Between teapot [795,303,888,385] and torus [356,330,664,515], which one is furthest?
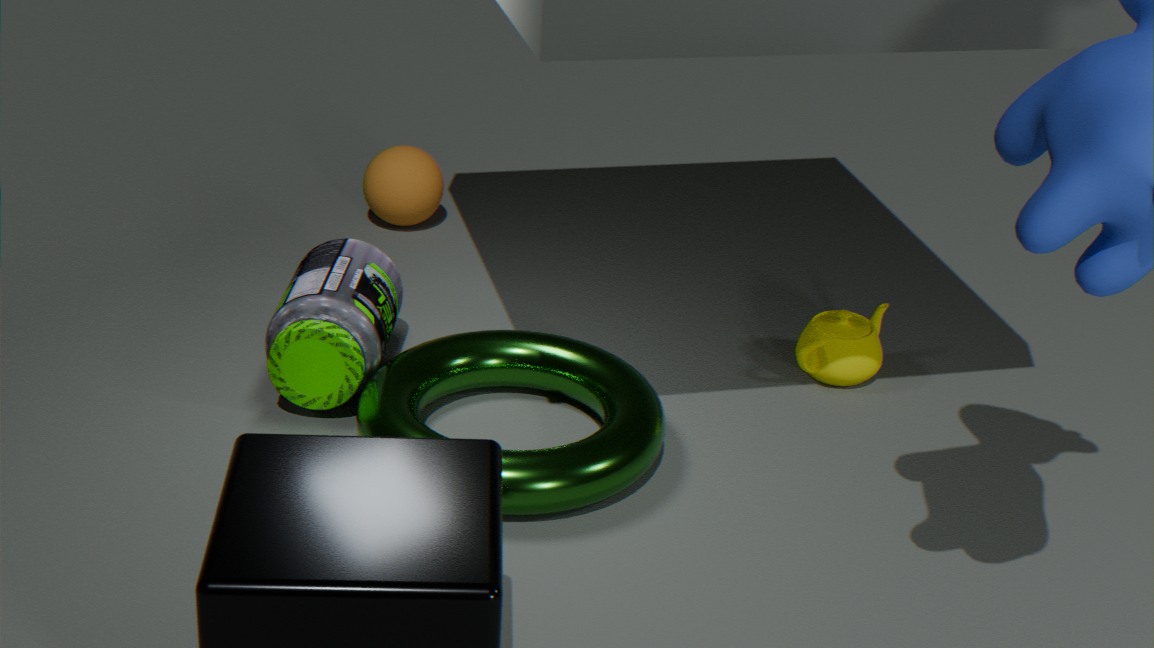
teapot [795,303,888,385]
